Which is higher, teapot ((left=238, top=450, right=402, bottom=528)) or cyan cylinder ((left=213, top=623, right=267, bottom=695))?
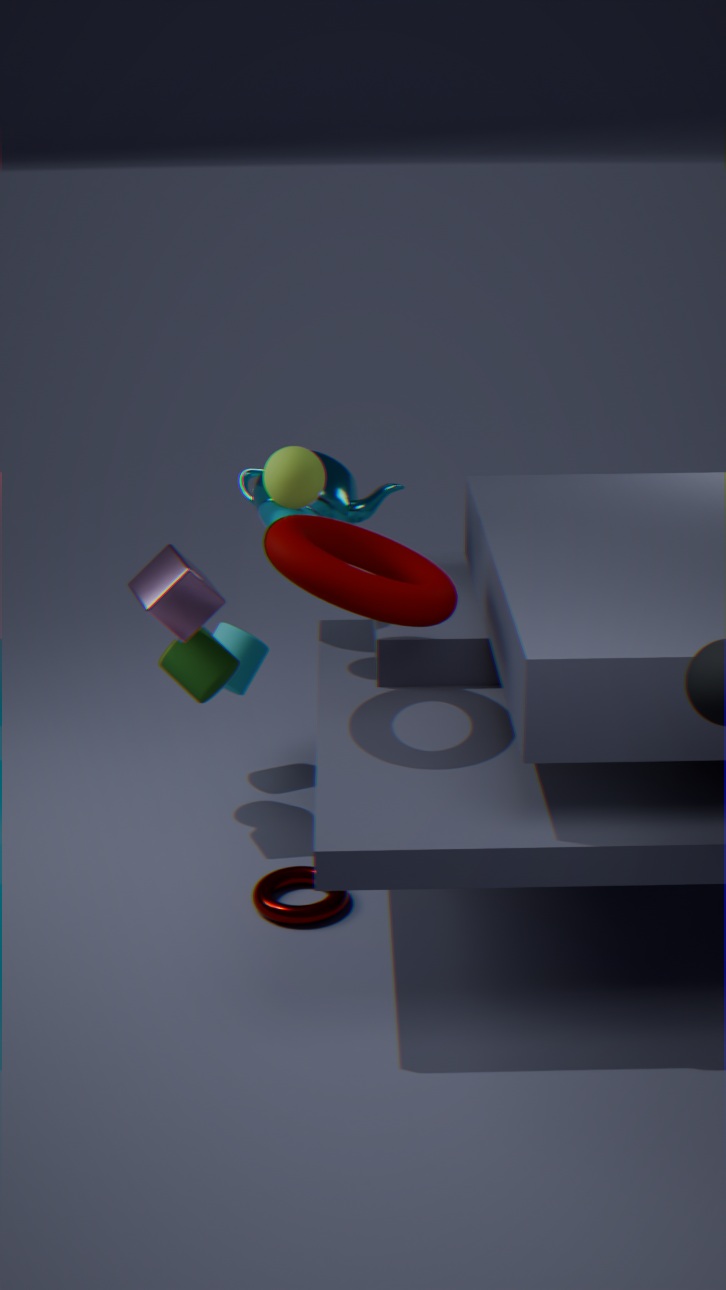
teapot ((left=238, top=450, right=402, bottom=528))
